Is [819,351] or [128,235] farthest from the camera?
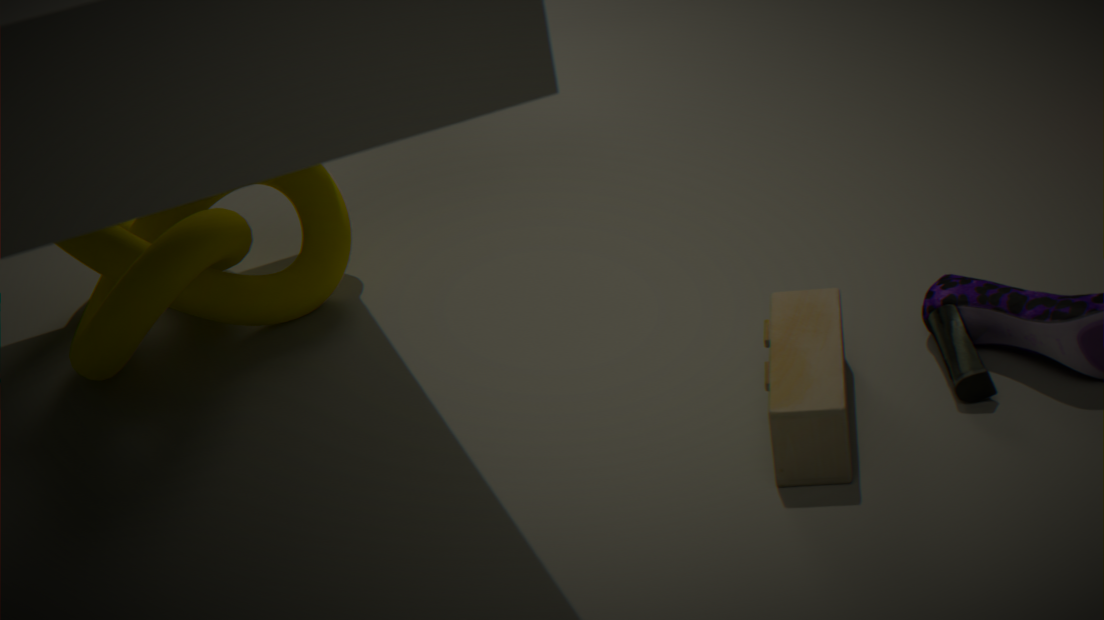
[128,235]
